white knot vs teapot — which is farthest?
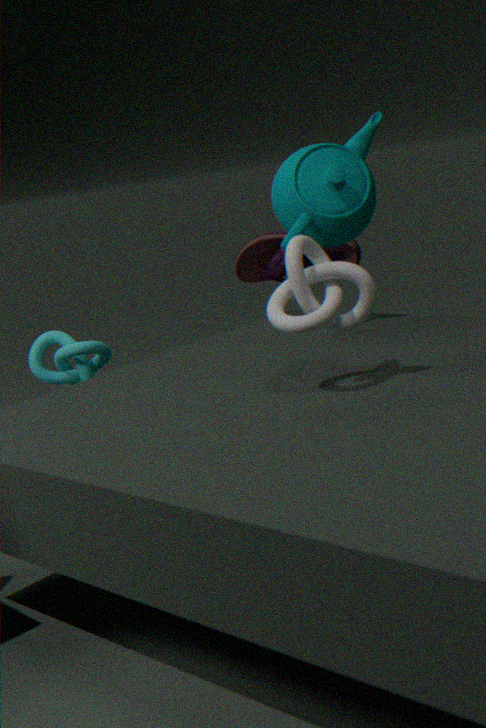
teapot
